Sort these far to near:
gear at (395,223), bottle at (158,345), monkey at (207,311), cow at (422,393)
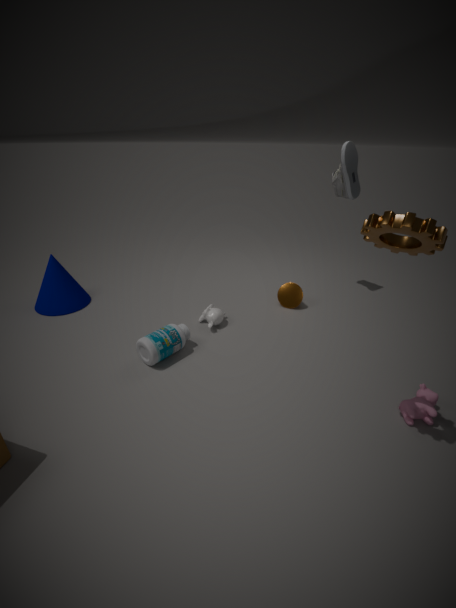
monkey at (207,311) < bottle at (158,345) < cow at (422,393) < gear at (395,223)
